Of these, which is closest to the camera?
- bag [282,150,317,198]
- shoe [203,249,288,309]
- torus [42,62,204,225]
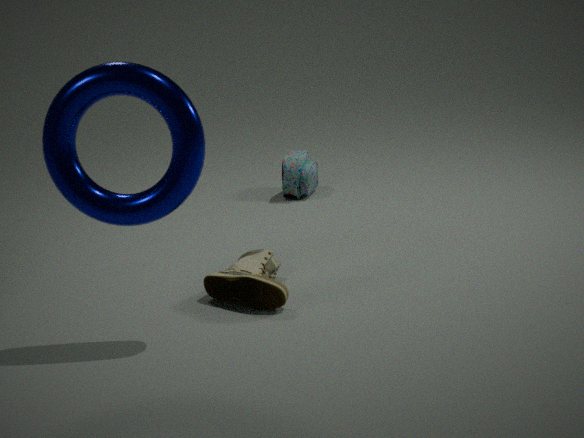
torus [42,62,204,225]
